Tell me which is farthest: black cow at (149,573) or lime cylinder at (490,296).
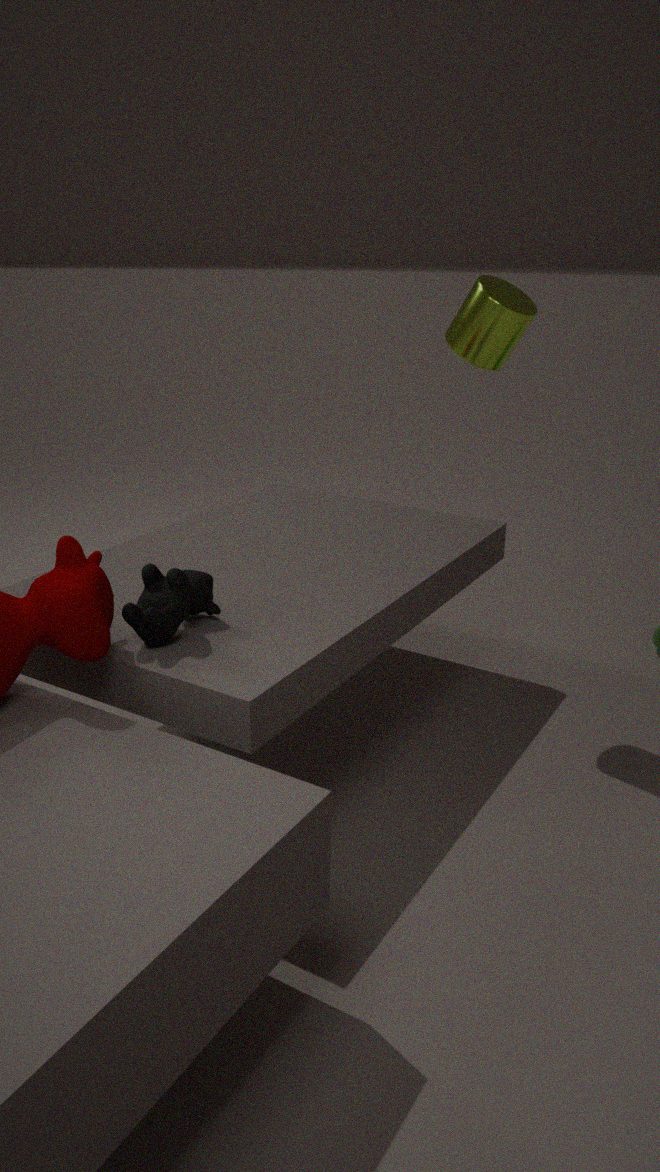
lime cylinder at (490,296)
